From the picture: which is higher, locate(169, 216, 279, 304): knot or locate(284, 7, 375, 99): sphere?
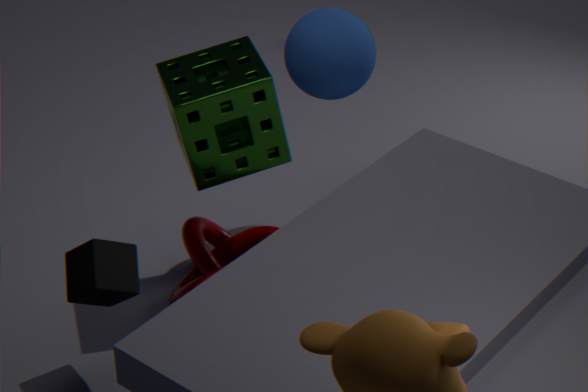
locate(284, 7, 375, 99): sphere
